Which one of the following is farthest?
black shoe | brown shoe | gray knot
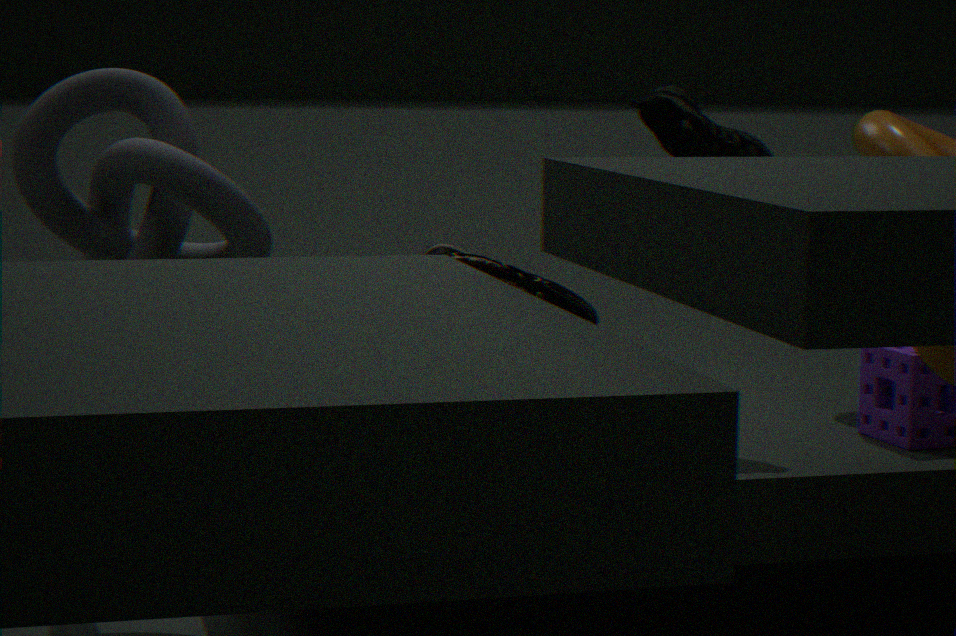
black shoe
